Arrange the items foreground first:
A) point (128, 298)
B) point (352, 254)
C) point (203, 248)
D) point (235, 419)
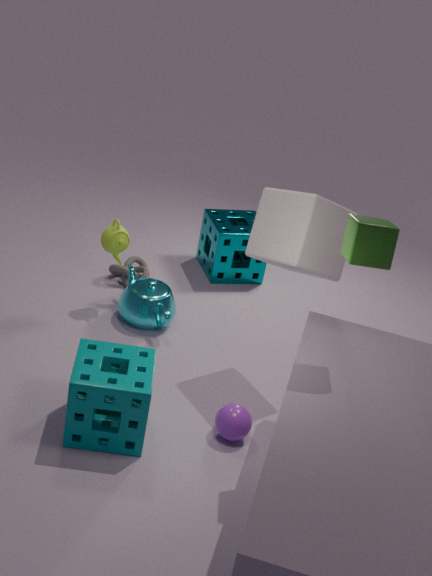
point (352, 254) < point (235, 419) < point (128, 298) < point (203, 248)
